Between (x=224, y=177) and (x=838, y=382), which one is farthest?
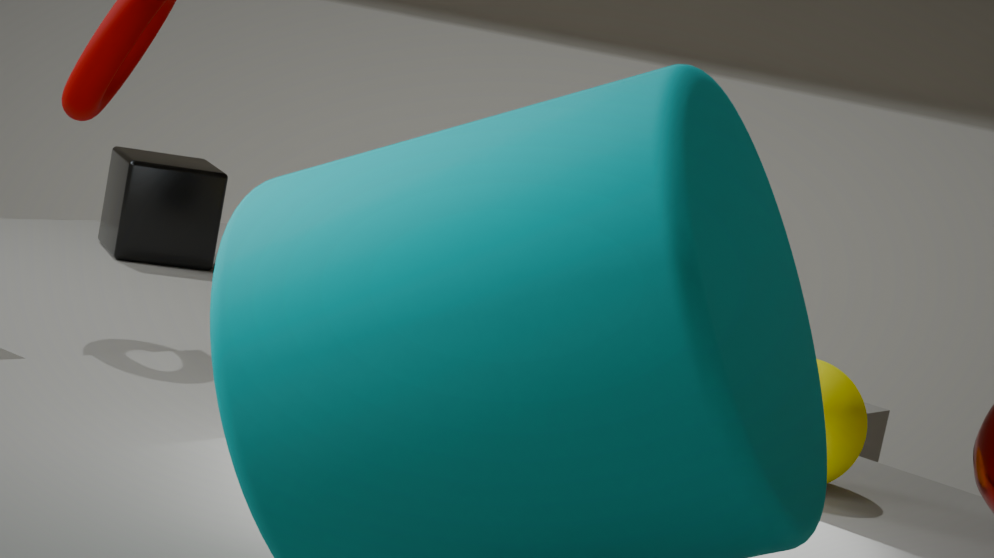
(x=224, y=177)
